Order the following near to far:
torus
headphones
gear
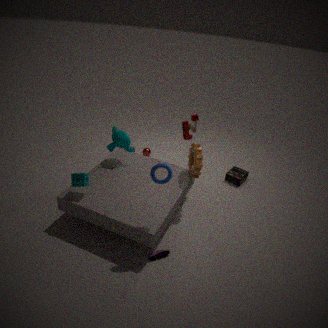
1. torus
2. gear
3. headphones
